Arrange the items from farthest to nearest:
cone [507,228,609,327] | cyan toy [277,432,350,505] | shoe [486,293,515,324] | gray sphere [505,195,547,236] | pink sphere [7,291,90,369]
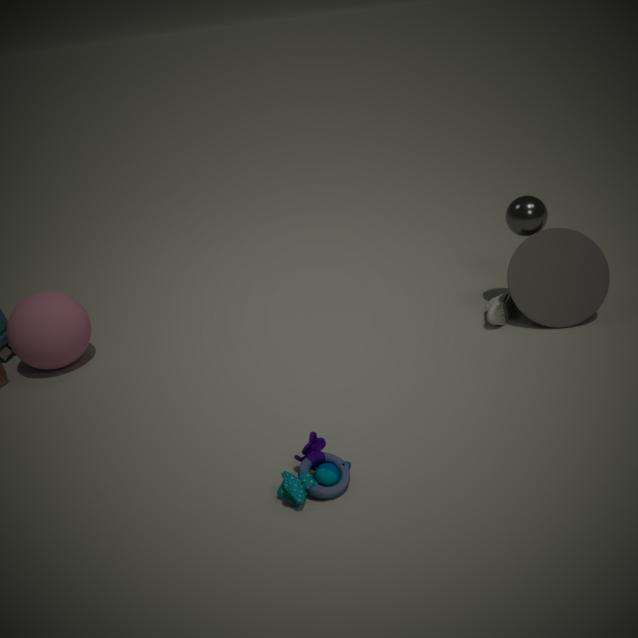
shoe [486,293,515,324]
pink sphere [7,291,90,369]
cone [507,228,609,327]
gray sphere [505,195,547,236]
cyan toy [277,432,350,505]
